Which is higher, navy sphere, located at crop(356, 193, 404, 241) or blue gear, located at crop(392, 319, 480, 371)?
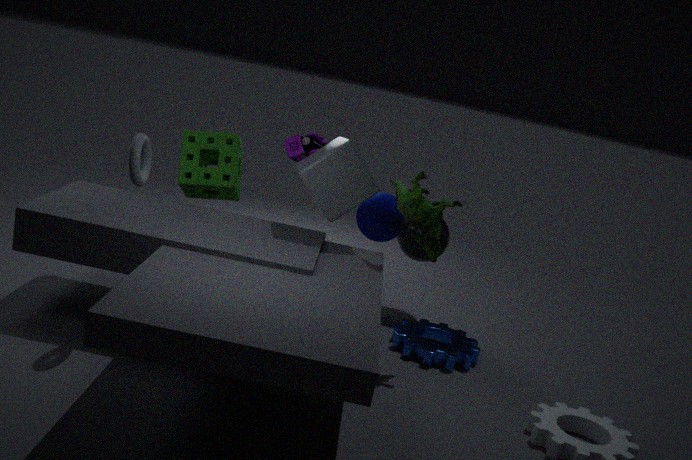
navy sphere, located at crop(356, 193, 404, 241)
